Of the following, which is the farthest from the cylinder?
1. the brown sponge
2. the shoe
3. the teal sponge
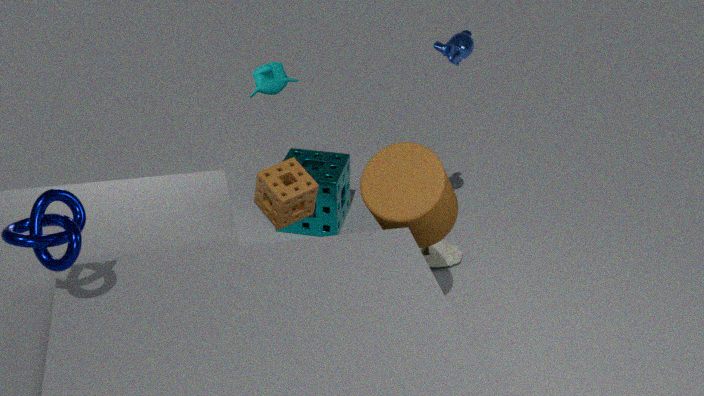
the teal sponge
